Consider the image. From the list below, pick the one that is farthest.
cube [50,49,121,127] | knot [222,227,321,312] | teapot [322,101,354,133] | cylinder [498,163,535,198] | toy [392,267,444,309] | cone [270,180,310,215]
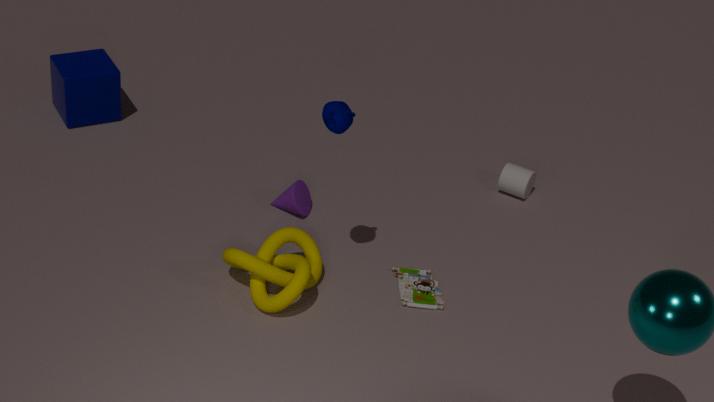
cube [50,49,121,127]
